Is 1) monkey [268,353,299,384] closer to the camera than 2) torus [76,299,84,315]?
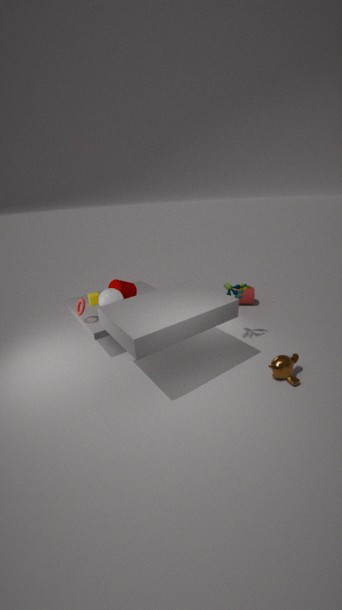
Yes
